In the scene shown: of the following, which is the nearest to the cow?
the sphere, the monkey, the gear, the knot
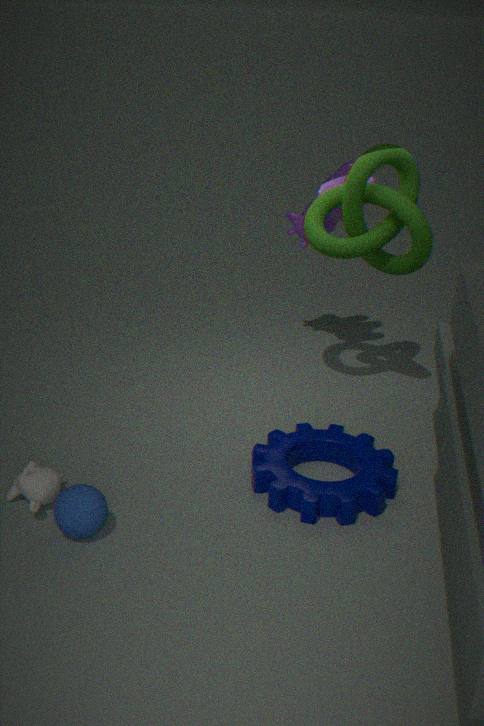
the knot
